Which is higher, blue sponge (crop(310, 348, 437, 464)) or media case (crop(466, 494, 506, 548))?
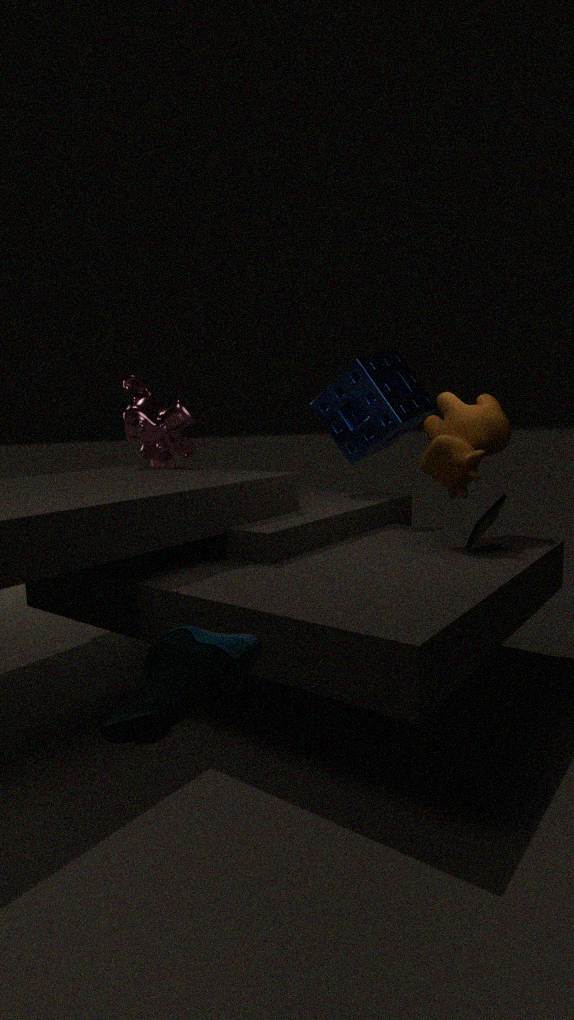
blue sponge (crop(310, 348, 437, 464))
